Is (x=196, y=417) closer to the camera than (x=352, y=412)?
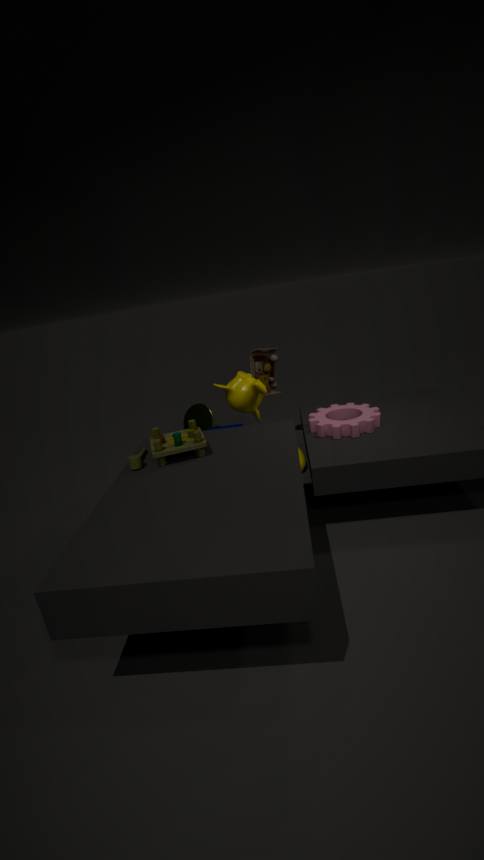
No
